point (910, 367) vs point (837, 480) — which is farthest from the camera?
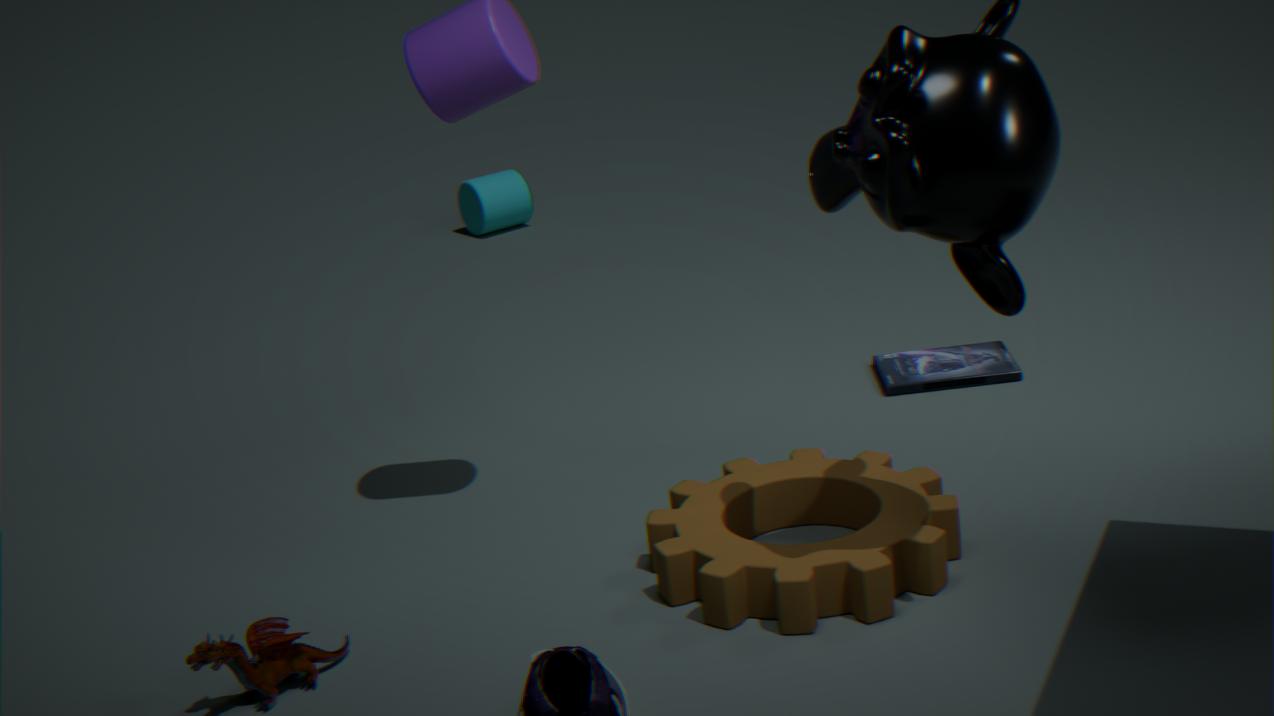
point (910, 367)
